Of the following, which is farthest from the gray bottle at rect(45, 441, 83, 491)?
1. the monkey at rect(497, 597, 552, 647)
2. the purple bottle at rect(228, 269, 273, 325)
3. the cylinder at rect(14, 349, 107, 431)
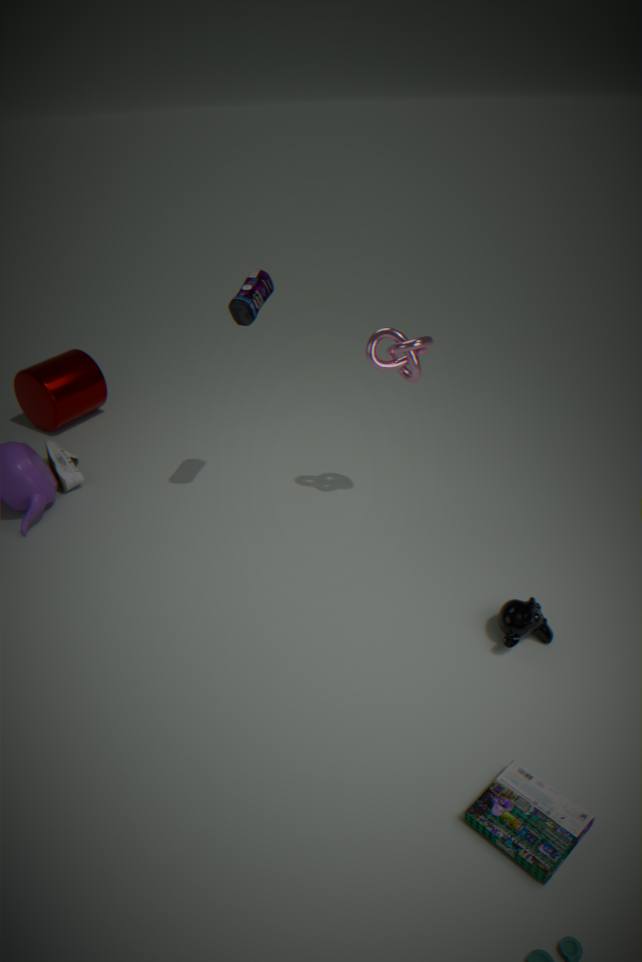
the monkey at rect(497, 597, 552, 647)
